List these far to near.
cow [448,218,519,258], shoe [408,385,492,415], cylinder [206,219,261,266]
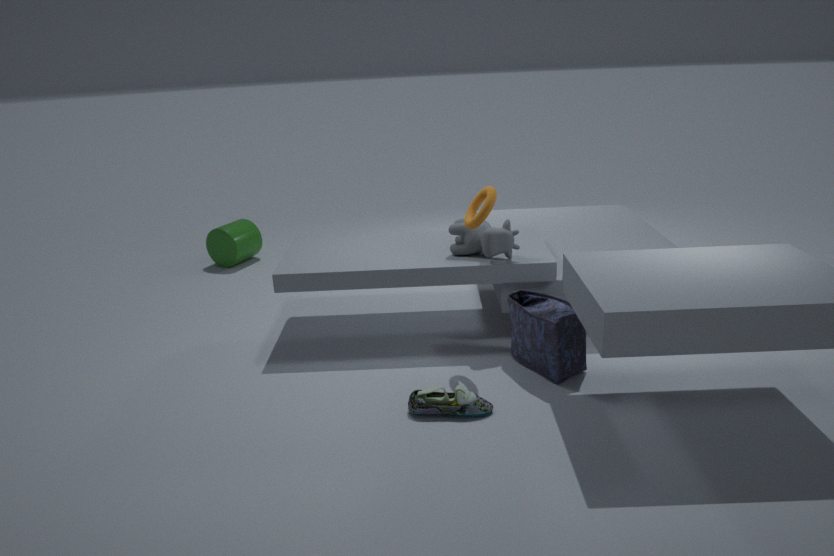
cylinder [206,219,261,266]
cow [448,218,519,258]
shoe [408,385,492,415]
